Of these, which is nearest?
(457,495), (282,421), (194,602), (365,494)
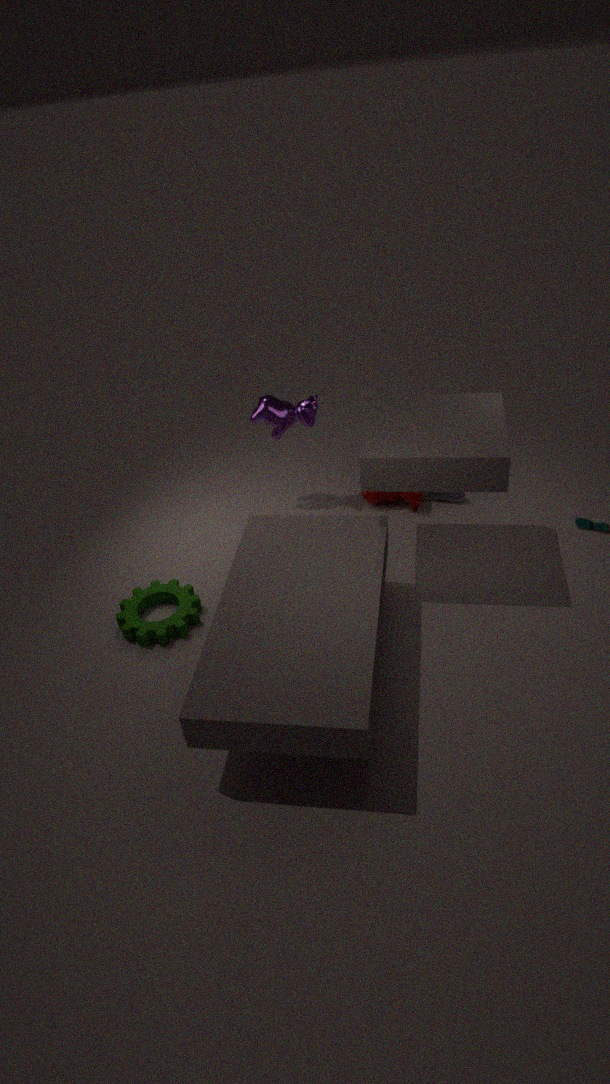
(194,602)
